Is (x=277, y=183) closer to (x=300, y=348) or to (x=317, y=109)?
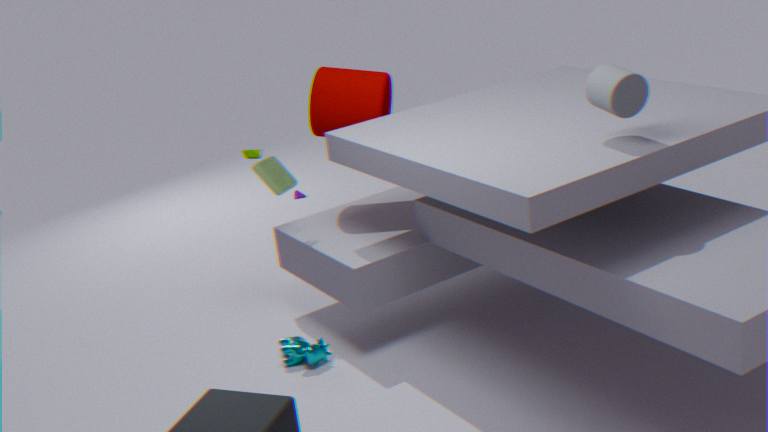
(x=317, y=109)
